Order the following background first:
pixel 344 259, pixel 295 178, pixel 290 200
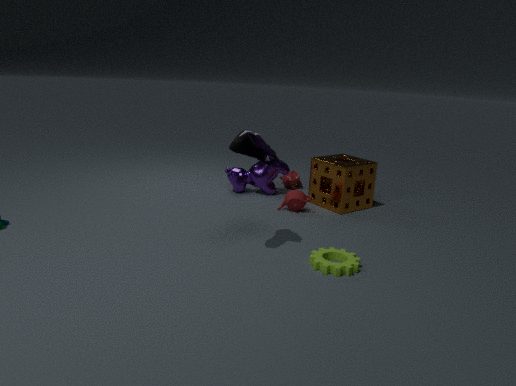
pixel 295 178 → pixel 290 200 → pixel 344 259
